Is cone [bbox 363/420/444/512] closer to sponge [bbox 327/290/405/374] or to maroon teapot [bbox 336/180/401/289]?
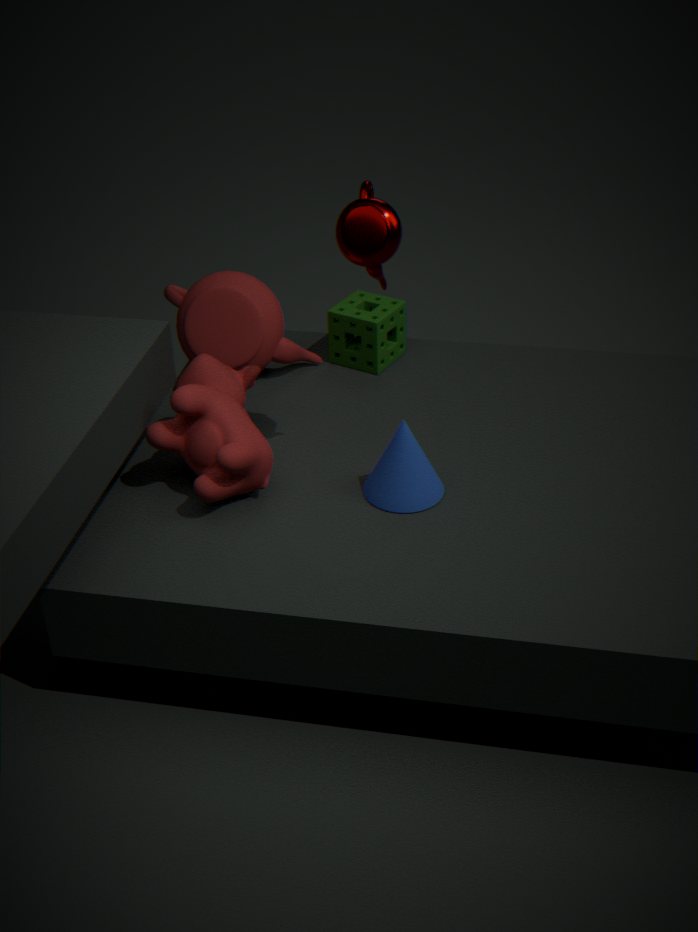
maroon teapot [bbox 336/180/401/289]
